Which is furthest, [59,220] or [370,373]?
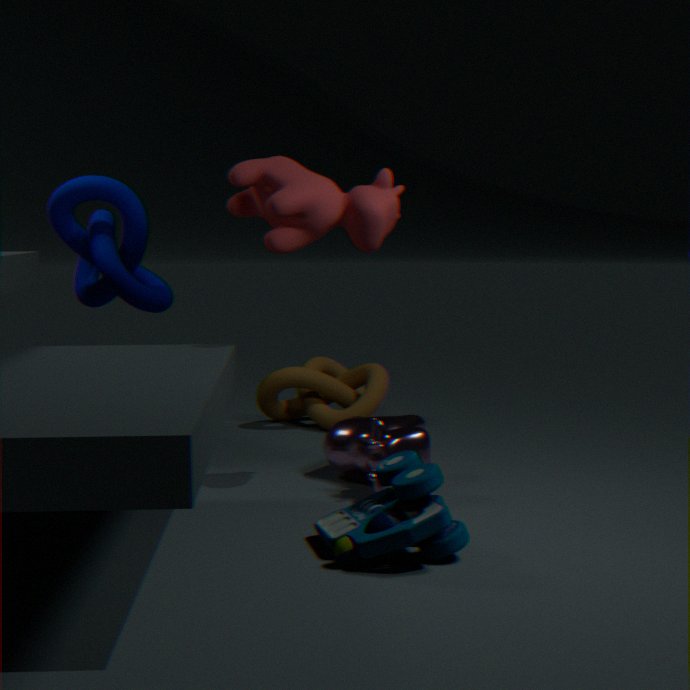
[370,373]
